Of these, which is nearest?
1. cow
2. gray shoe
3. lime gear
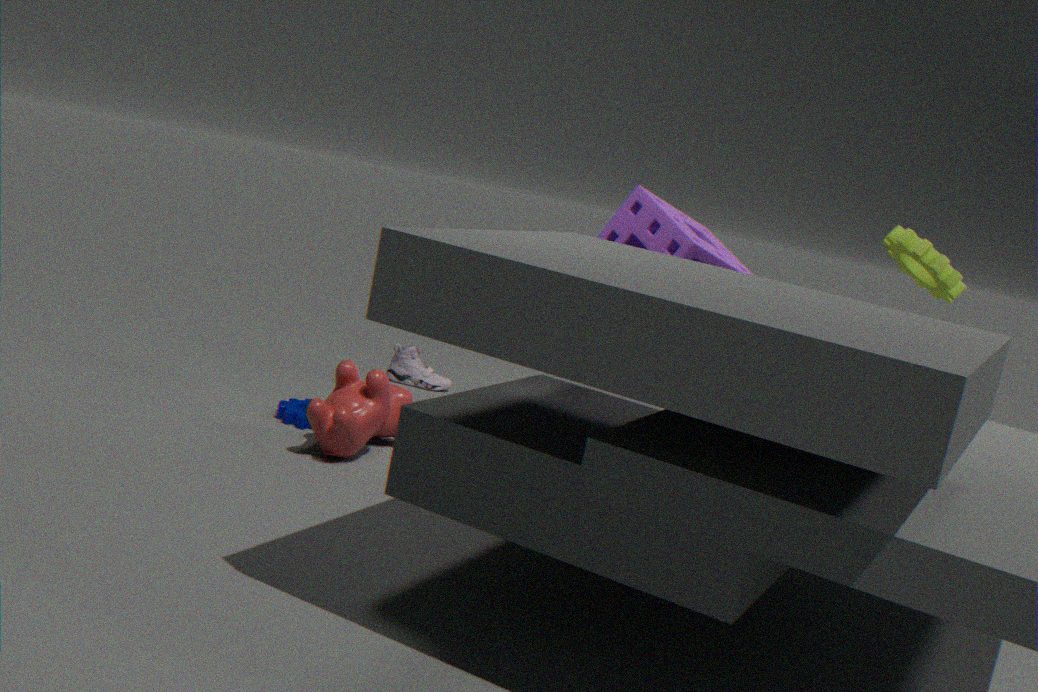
lime gear
